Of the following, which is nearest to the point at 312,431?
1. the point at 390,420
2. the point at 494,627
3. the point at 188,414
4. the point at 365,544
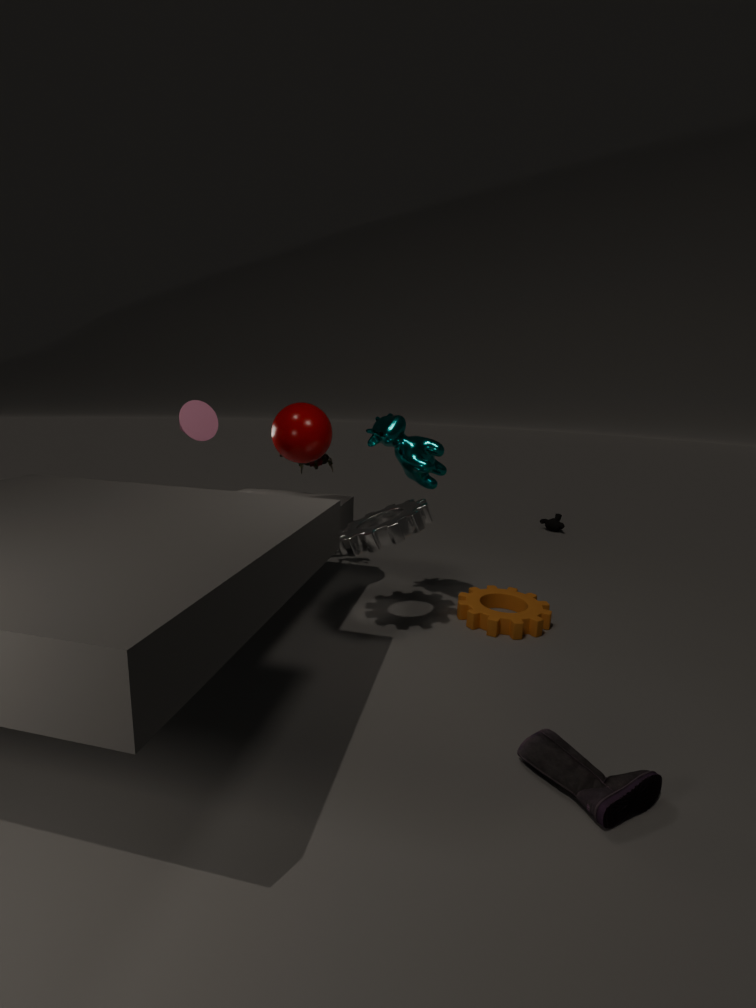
the point at 188,414
